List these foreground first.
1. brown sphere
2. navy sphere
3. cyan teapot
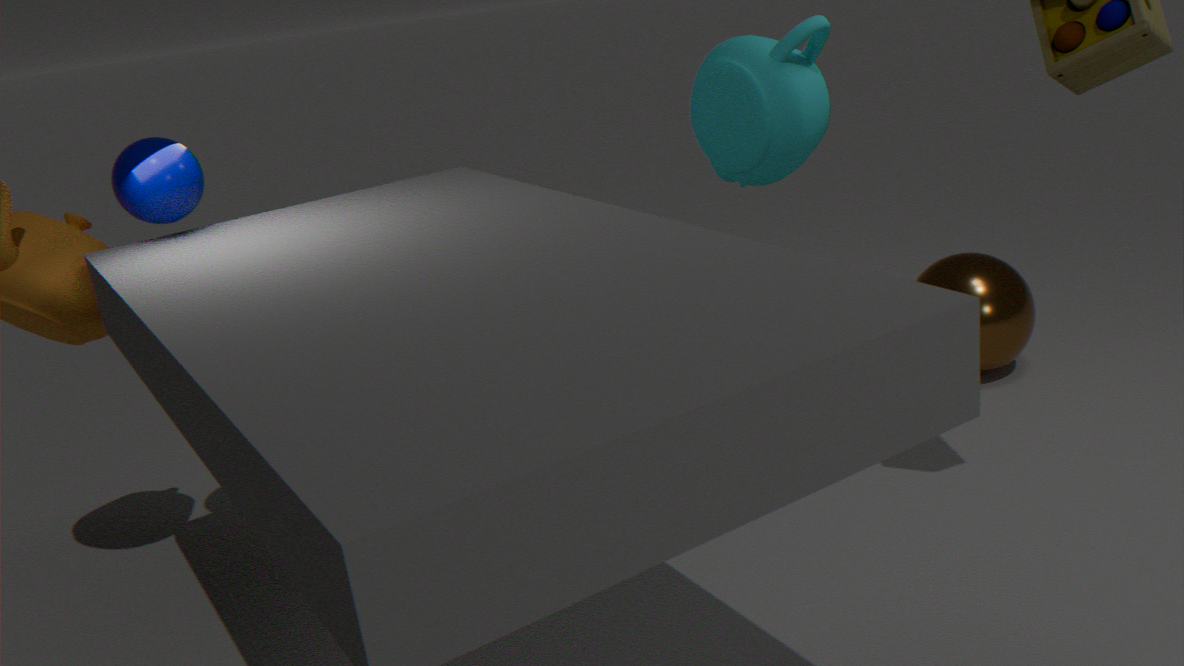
navy sphere < cyan teapot < brown sphere
